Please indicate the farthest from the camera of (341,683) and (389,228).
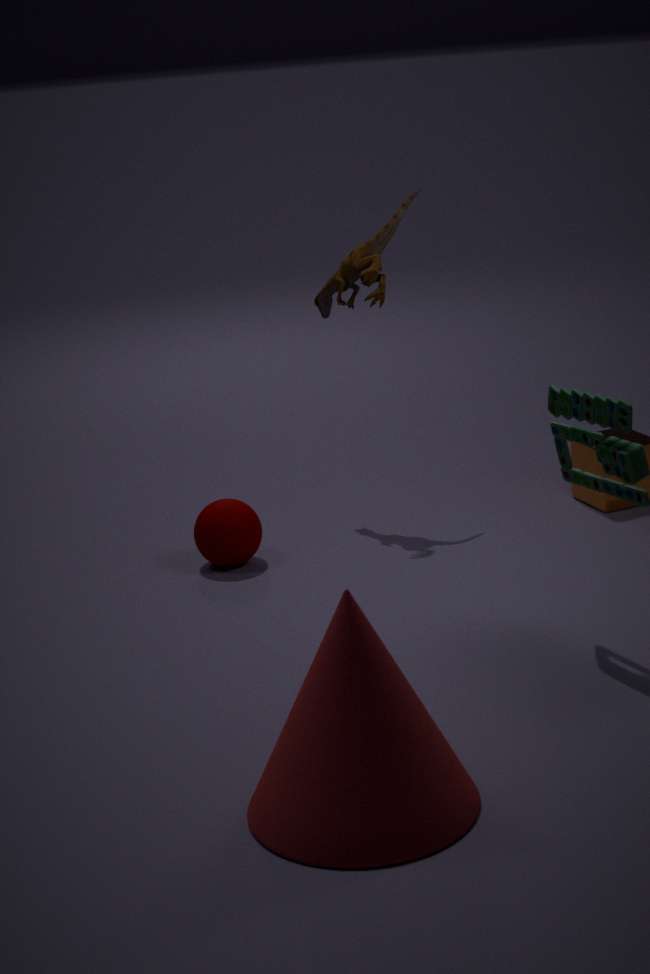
(389,228)
